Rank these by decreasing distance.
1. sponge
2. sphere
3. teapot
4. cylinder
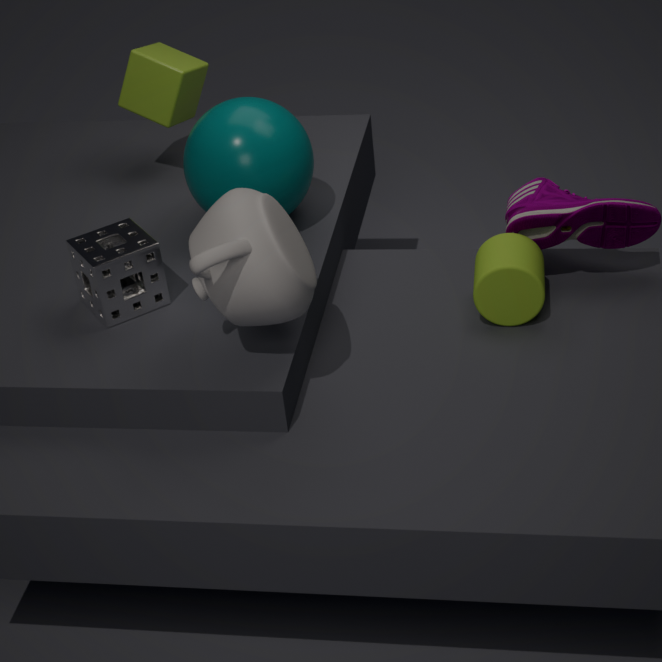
sphere, cylinder, sponge, teapot
